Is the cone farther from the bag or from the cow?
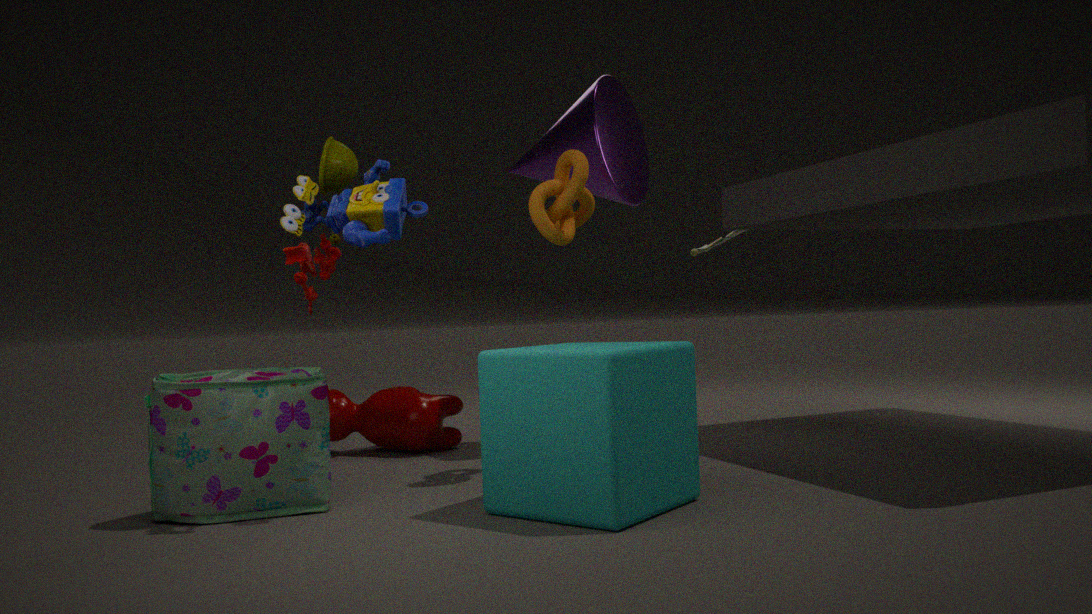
the bag
